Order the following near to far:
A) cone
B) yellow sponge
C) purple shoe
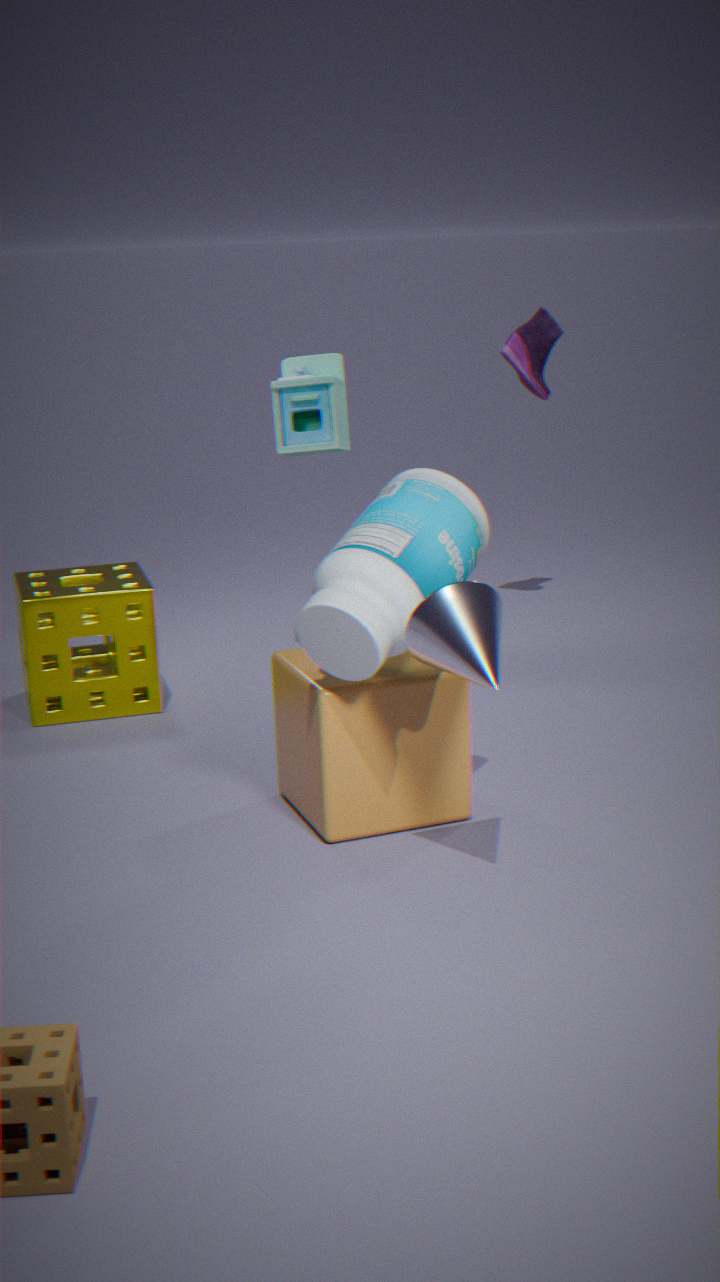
cone < yellow sponge < purple shoe
